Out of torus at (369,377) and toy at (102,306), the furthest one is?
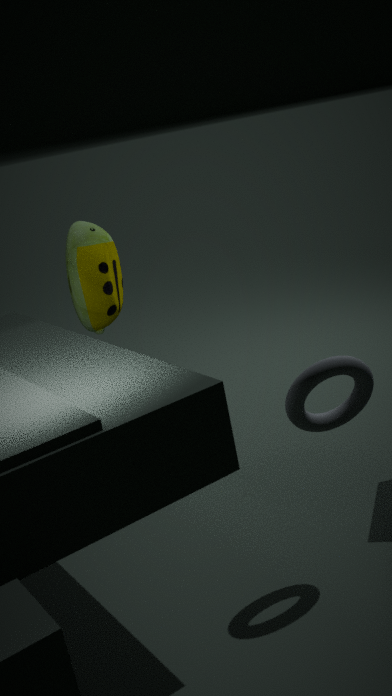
toy at (102,306)
